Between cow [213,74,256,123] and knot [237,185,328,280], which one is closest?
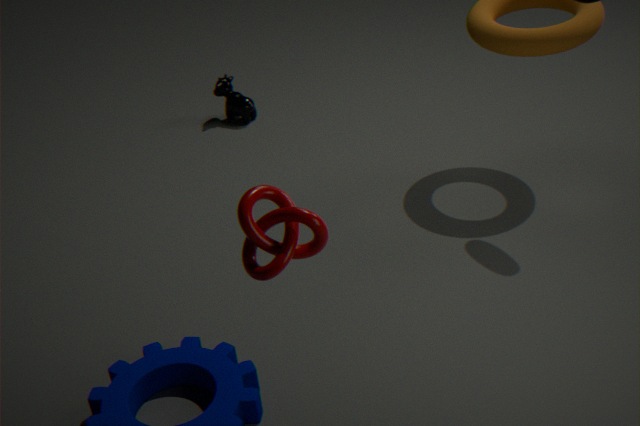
knot [237,185,328,280]
